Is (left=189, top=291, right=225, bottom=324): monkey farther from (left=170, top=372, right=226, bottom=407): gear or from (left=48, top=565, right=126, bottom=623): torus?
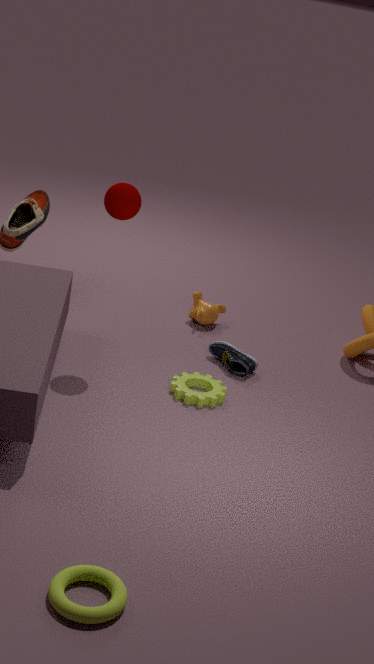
A: (left=48, top=565, right=126, bottom=623): torus
